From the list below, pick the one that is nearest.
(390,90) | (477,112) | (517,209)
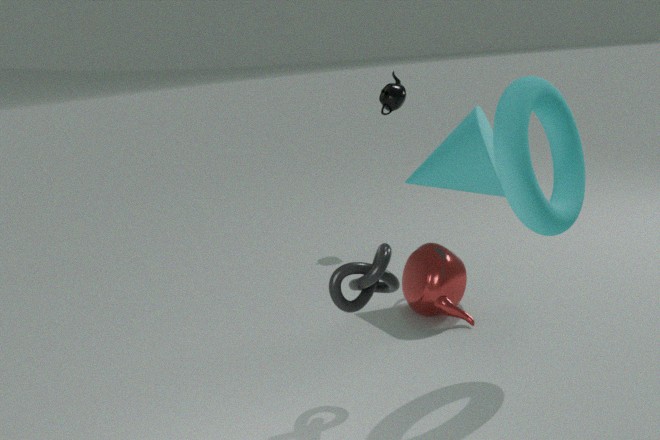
(517,209)
